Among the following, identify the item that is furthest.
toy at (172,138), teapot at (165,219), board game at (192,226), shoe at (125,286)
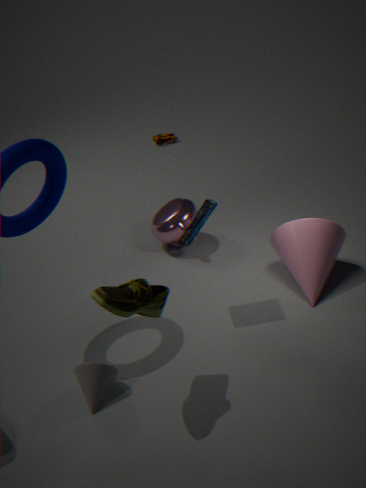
toy at (172,138)
